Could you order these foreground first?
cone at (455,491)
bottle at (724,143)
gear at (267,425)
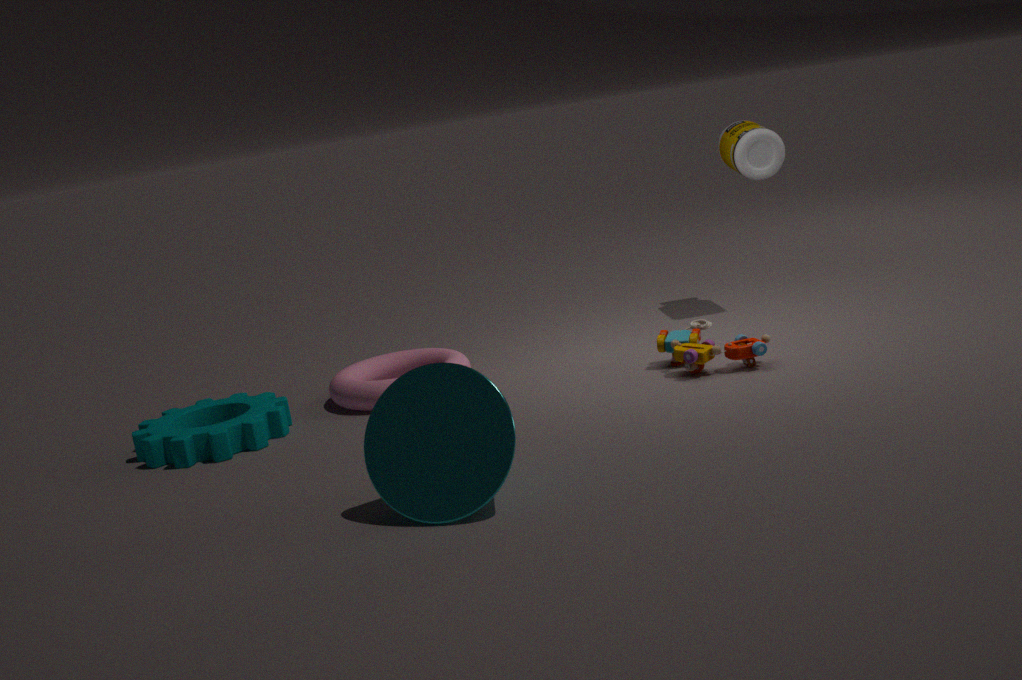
1. cone at (455,491)
2. gear at (267,425)
3. bottle at (724,143)
